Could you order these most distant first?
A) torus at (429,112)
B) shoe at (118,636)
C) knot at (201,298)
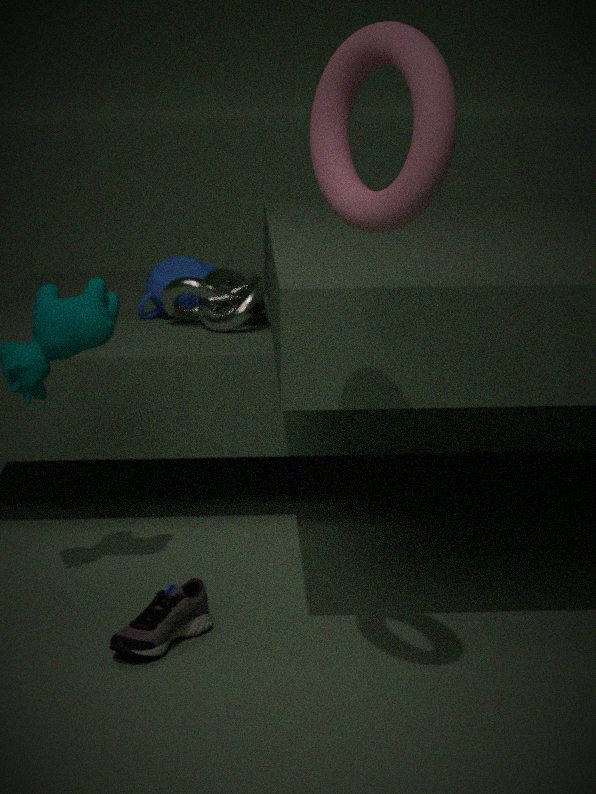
knot at (201,298)
shoe at (118,636)
torus at (429,112)
